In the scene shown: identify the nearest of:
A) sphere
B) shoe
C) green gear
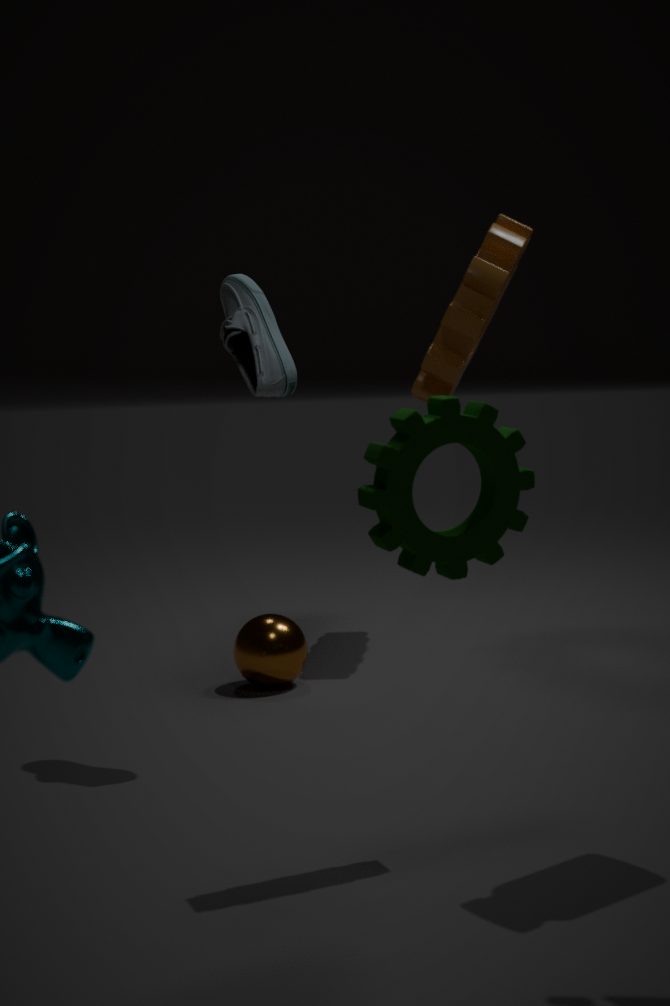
green gear
